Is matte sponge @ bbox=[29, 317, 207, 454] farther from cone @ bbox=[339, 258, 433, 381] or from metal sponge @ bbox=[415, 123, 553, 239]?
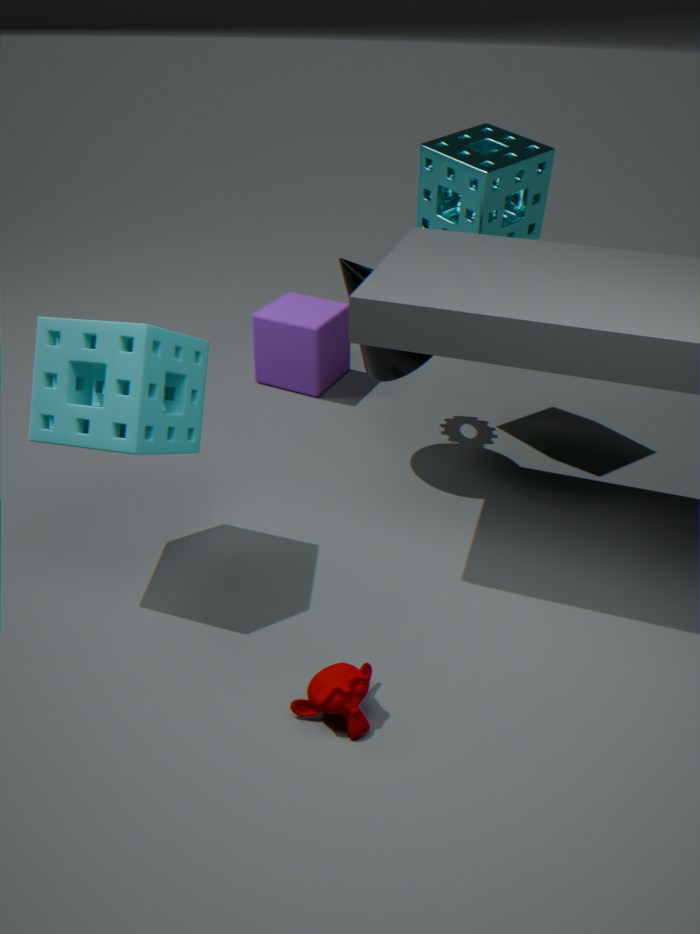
metal sponge @ bbox=[415, 123, 553, 239]
